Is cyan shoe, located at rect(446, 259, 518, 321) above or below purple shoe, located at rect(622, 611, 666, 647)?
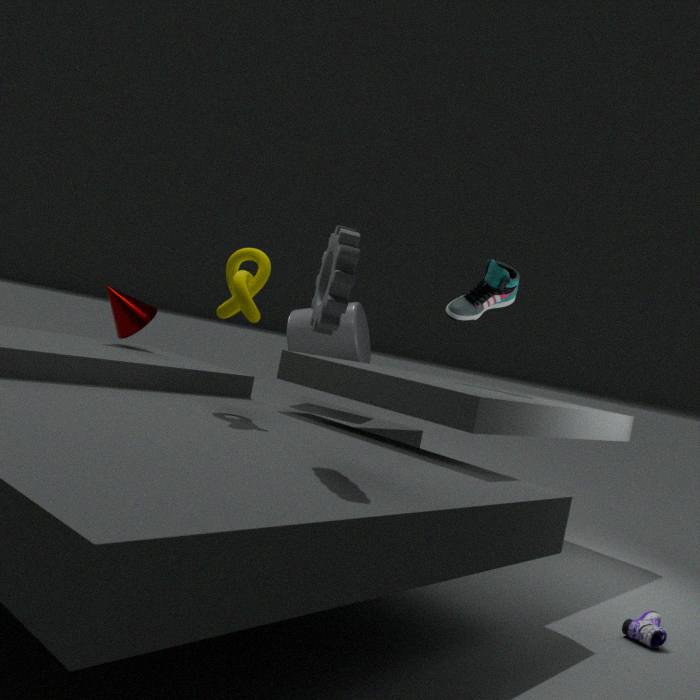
above
